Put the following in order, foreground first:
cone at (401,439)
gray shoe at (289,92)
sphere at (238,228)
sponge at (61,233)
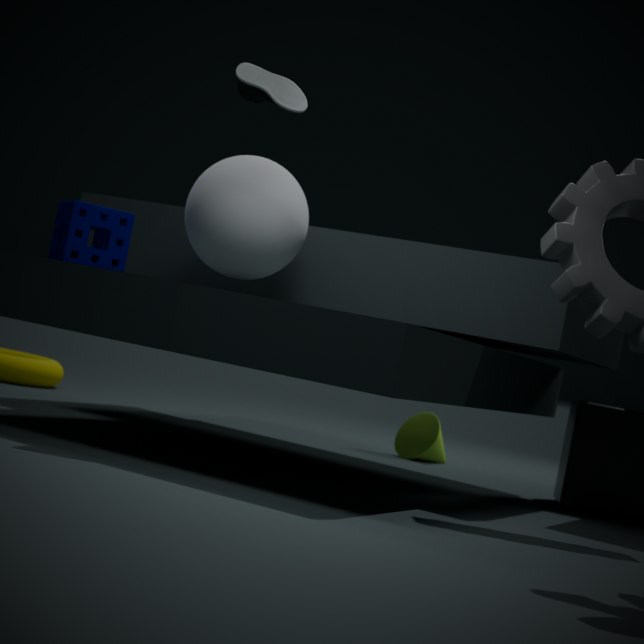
gray shoe at (289,92) < sphere at (238,228) < sponge at (61,233) < cone at (401,439)
